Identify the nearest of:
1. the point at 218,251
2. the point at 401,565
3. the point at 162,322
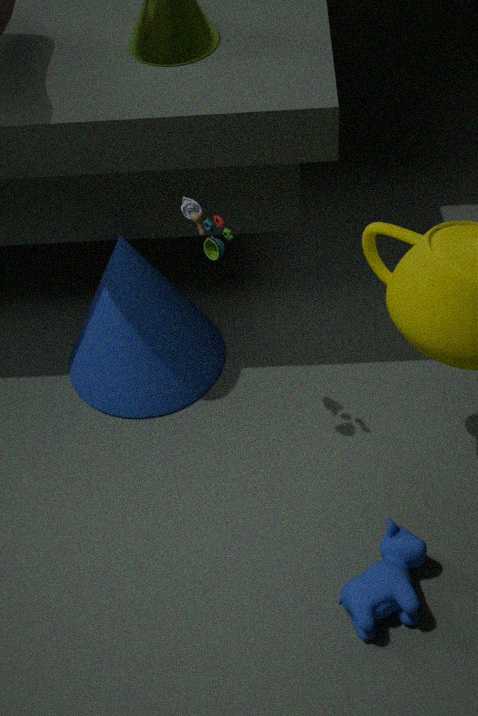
the point at 218,251
